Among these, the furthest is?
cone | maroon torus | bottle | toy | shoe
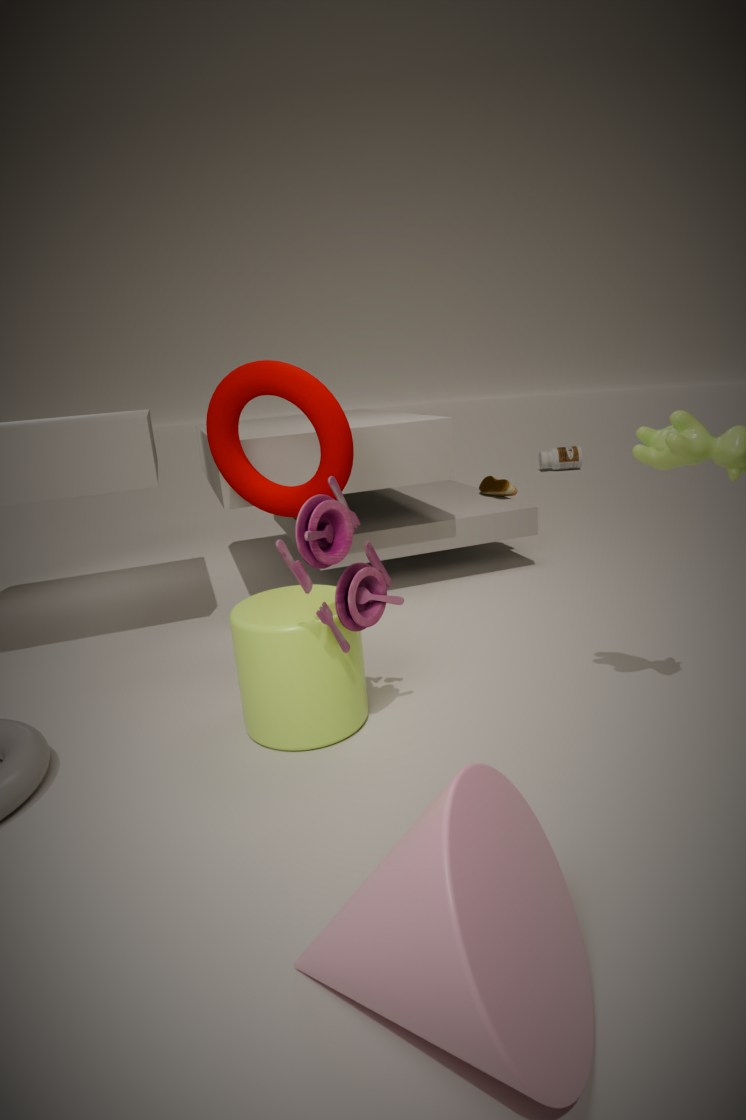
bottle
